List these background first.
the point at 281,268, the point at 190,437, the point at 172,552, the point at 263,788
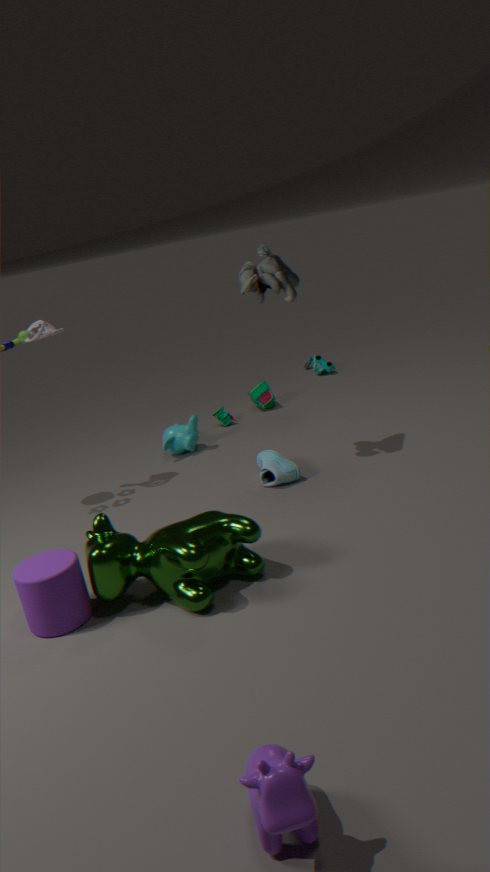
the point at 190,437
the point at 281,268
the point at 172,552
the point at 263,788
